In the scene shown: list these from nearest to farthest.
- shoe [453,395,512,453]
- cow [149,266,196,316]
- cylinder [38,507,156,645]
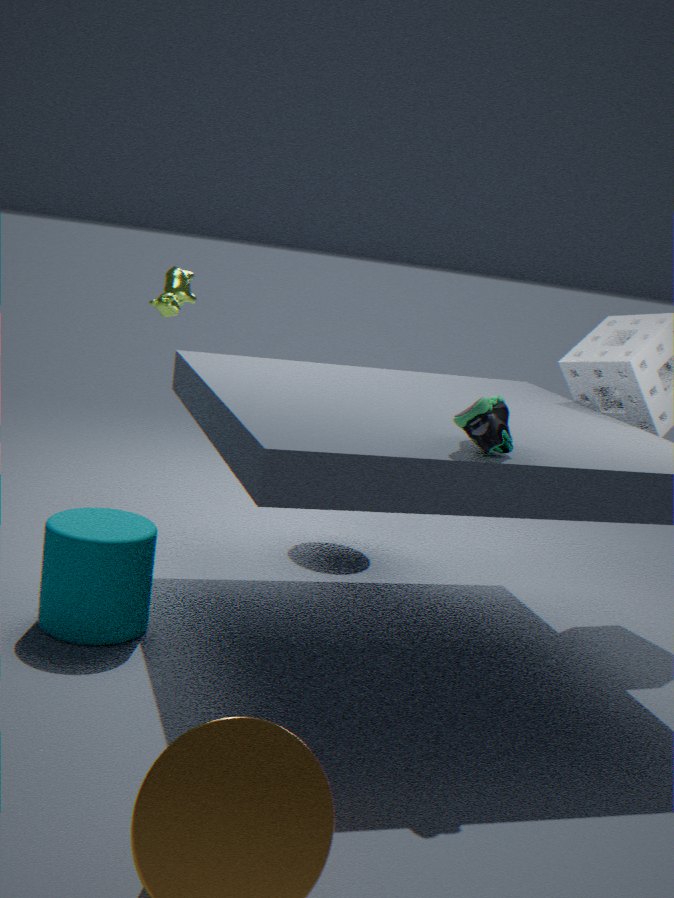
shoe [453,395,512,453] < cylinder [38,507,156,645] < cow [149,266,196,316]
